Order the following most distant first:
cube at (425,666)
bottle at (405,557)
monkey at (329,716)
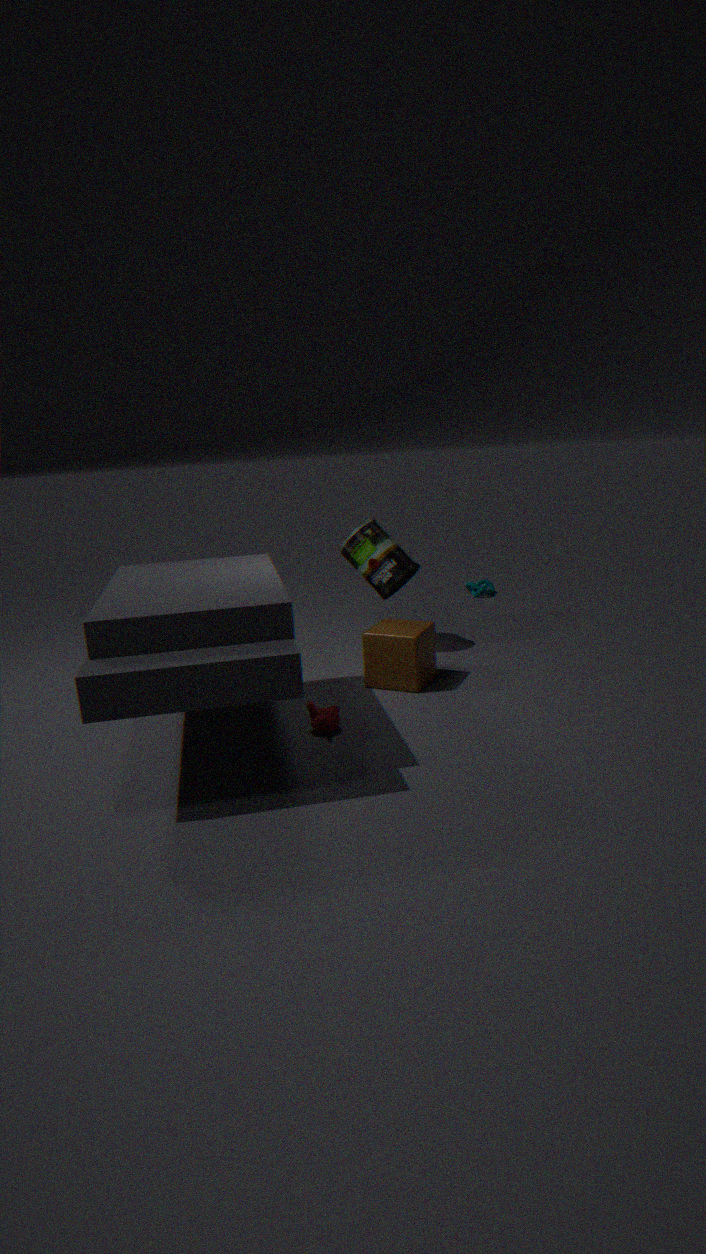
bottle at (405,557), cube at (425,666), monkey at (329,716)
